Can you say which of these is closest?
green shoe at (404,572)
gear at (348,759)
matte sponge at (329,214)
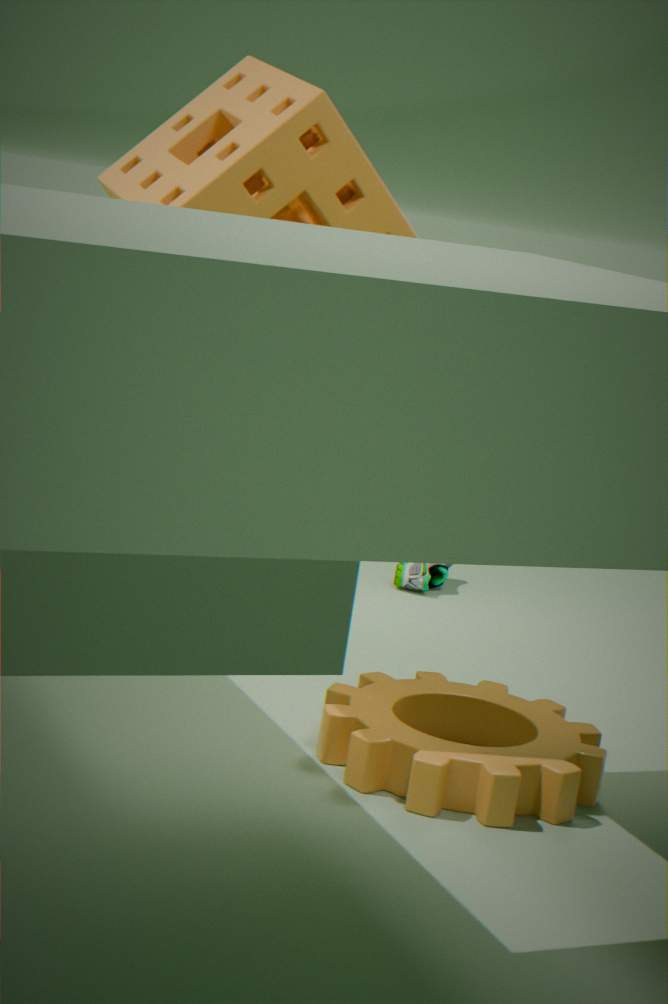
matte sponge at (329,214)
